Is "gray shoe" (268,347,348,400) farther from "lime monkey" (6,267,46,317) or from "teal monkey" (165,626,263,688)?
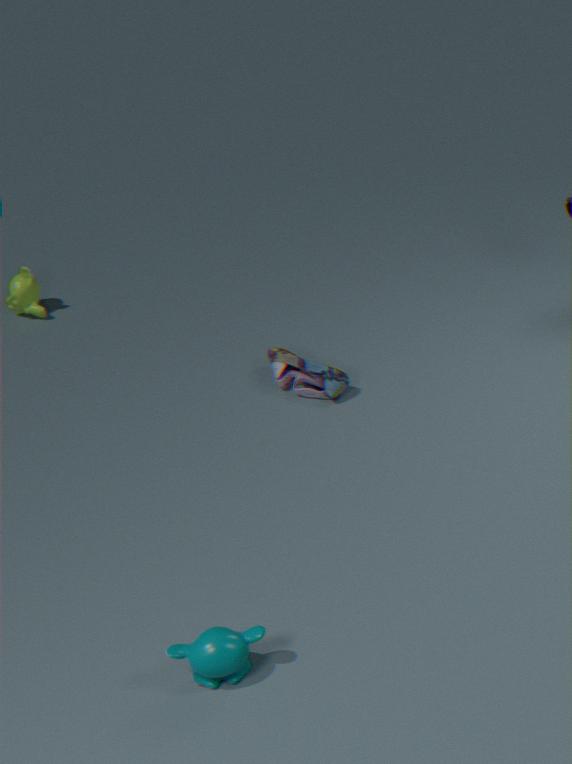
"teal monkey" (165,626,263,688)
